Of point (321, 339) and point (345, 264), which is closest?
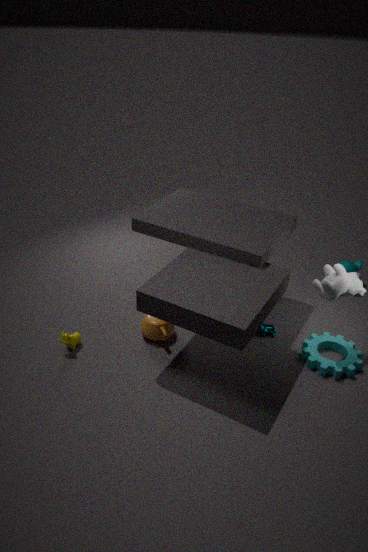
point (321, 339)
